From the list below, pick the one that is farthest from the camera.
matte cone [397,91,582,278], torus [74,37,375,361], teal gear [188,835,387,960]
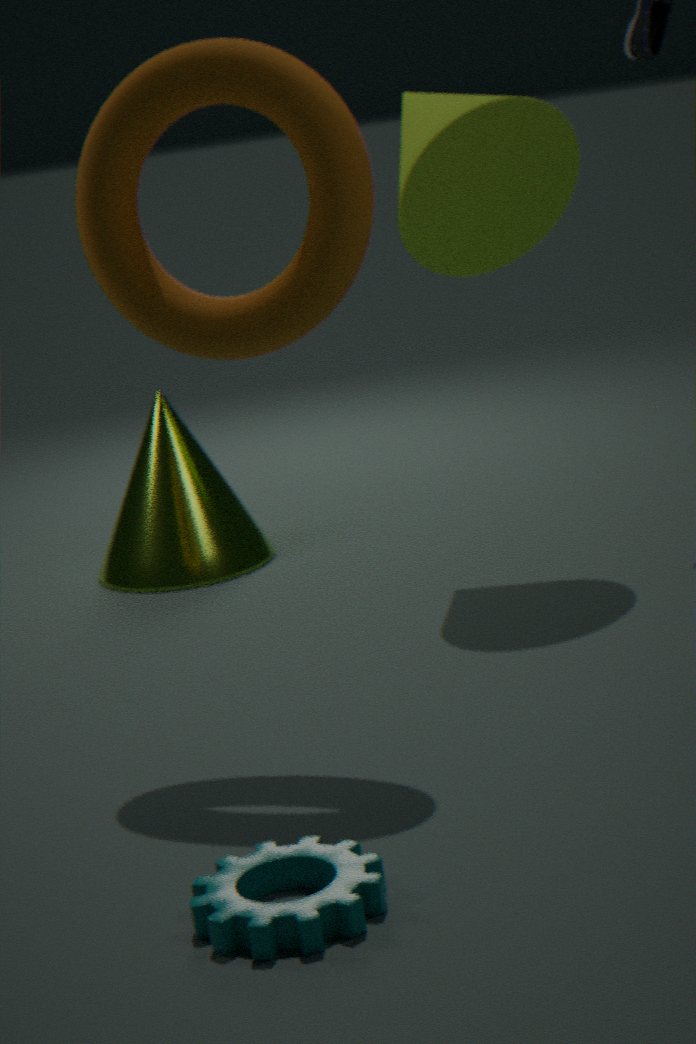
matte cone [397,91,582,278]
